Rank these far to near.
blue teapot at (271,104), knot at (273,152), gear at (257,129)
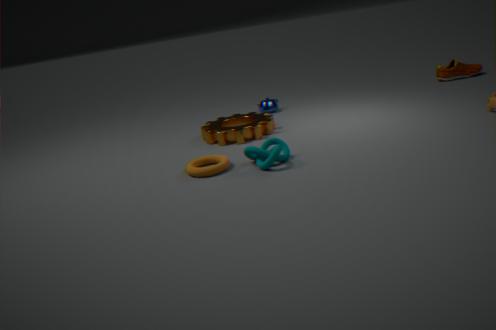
blue teapot at (271,104)
gear at (257,129)
knot at (273,152)
